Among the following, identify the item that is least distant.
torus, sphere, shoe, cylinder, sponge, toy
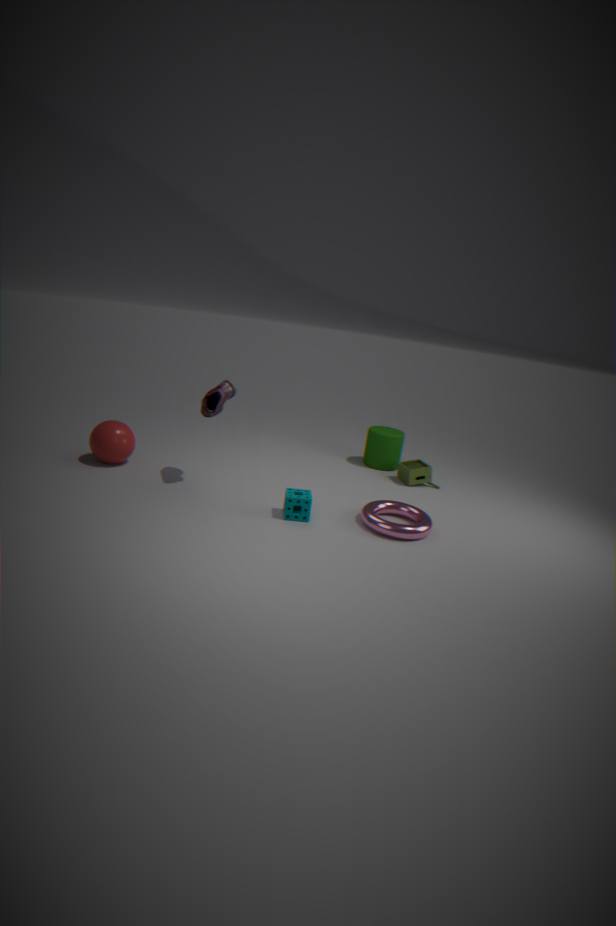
torus
